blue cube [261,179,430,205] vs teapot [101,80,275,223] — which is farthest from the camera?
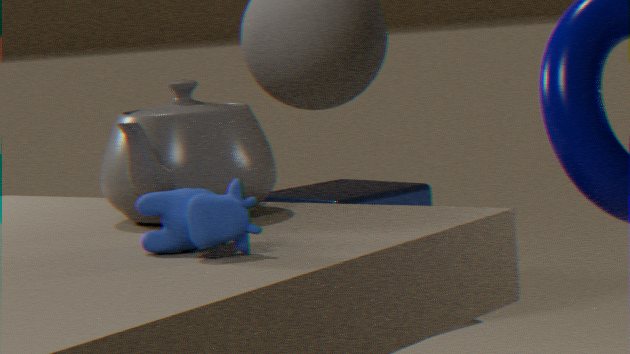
blue cube [261,179,430,205]
